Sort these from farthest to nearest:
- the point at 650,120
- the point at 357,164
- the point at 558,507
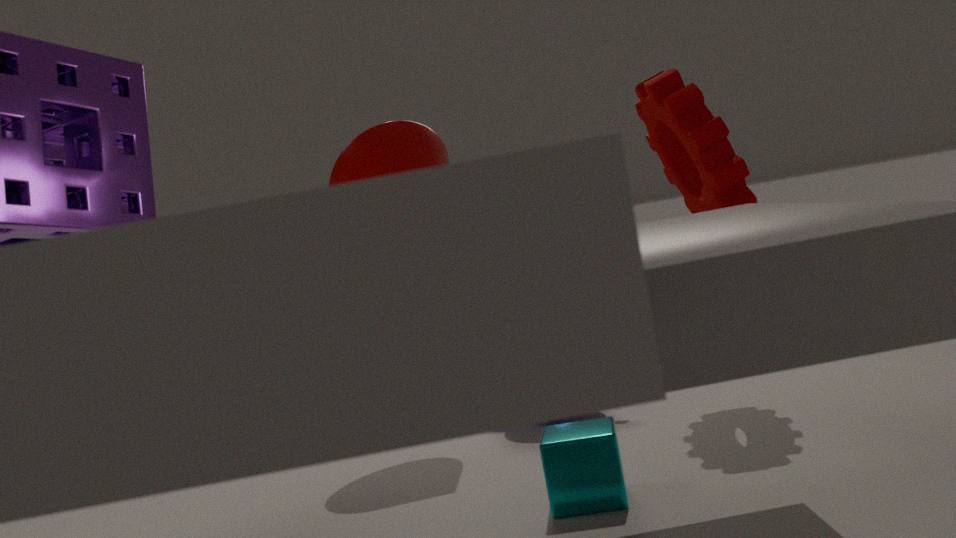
the point at 650,120, the point at 357,164, the point at 558,507
